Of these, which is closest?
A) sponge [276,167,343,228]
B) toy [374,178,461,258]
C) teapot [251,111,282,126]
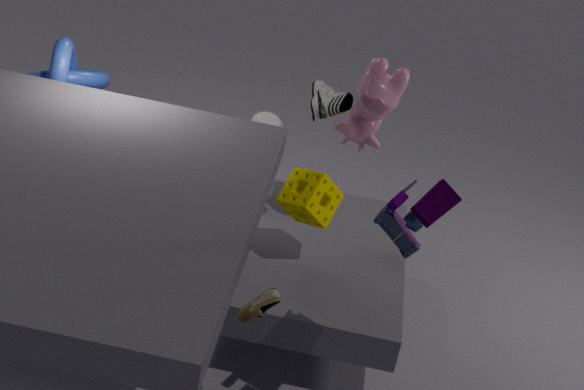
toy [374,178,461,258]
